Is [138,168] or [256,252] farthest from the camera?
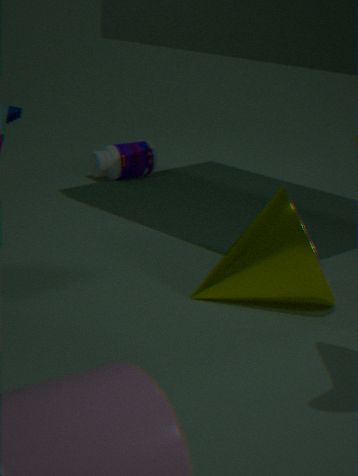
[138,168]
